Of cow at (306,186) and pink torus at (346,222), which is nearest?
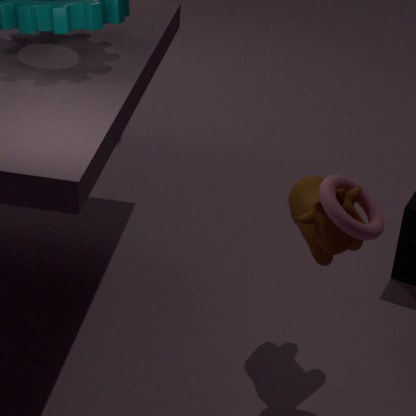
pink torus at (346,222)
